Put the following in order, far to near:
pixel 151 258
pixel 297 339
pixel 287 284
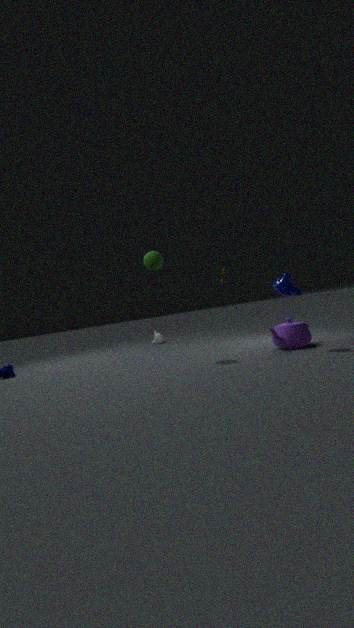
pixel 151 258
pixel 297 339
pixel 287 284
